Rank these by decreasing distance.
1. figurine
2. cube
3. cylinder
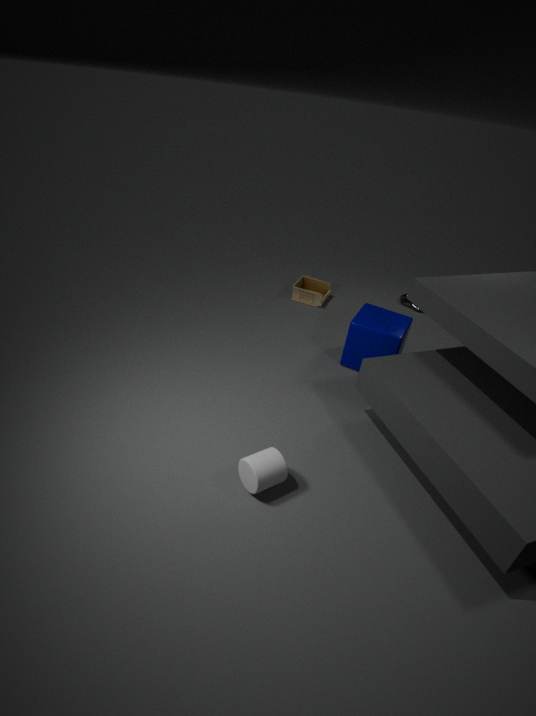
1. figurine
2. cube
3. cylinder
